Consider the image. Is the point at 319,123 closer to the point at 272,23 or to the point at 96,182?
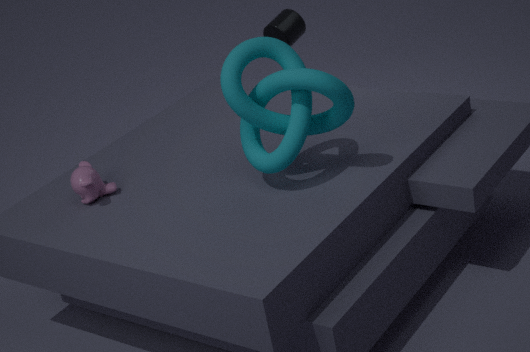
the point at 96,182
